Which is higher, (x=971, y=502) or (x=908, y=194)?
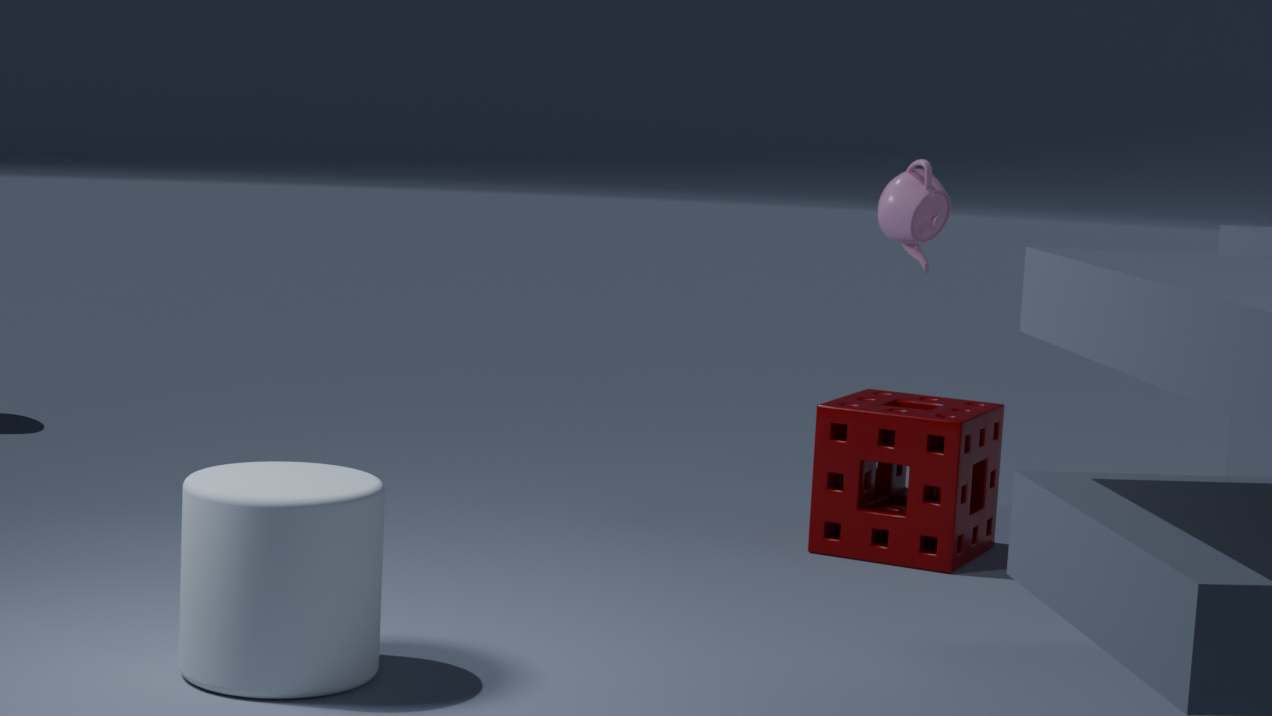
(x=908, y=194)
